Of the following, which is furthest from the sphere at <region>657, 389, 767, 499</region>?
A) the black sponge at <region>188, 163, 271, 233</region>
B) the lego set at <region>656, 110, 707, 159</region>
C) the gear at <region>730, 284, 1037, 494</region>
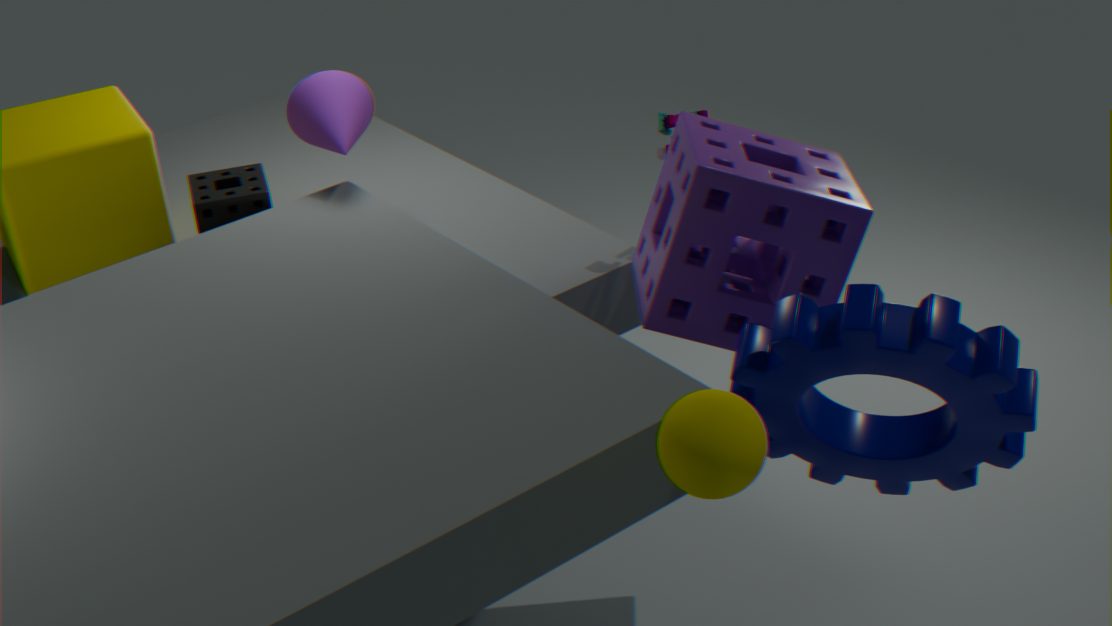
the black sponge at <region>188, 163, 271, 233</region>
